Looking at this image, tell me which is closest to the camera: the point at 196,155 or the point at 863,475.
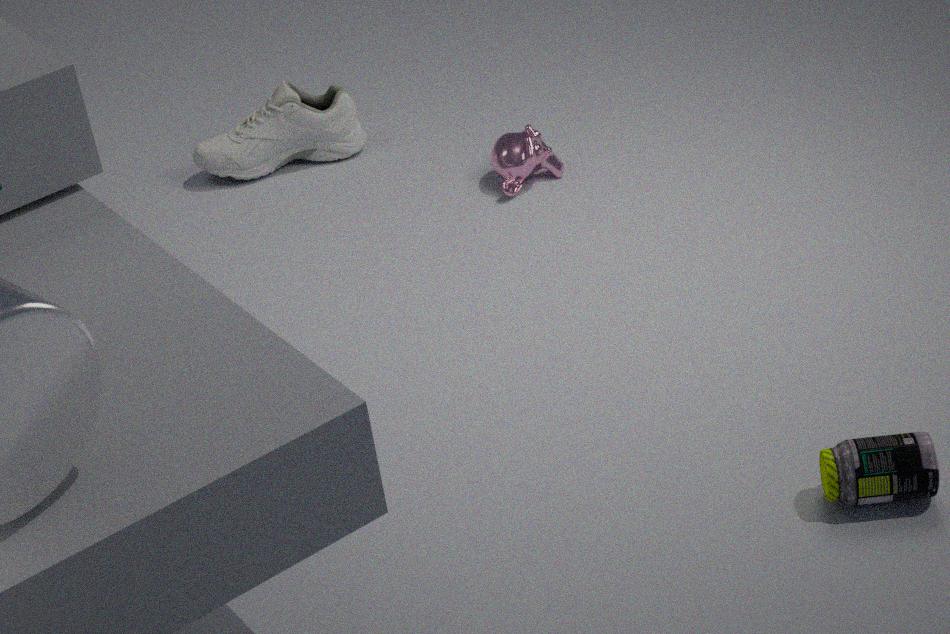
the point at 863,475
